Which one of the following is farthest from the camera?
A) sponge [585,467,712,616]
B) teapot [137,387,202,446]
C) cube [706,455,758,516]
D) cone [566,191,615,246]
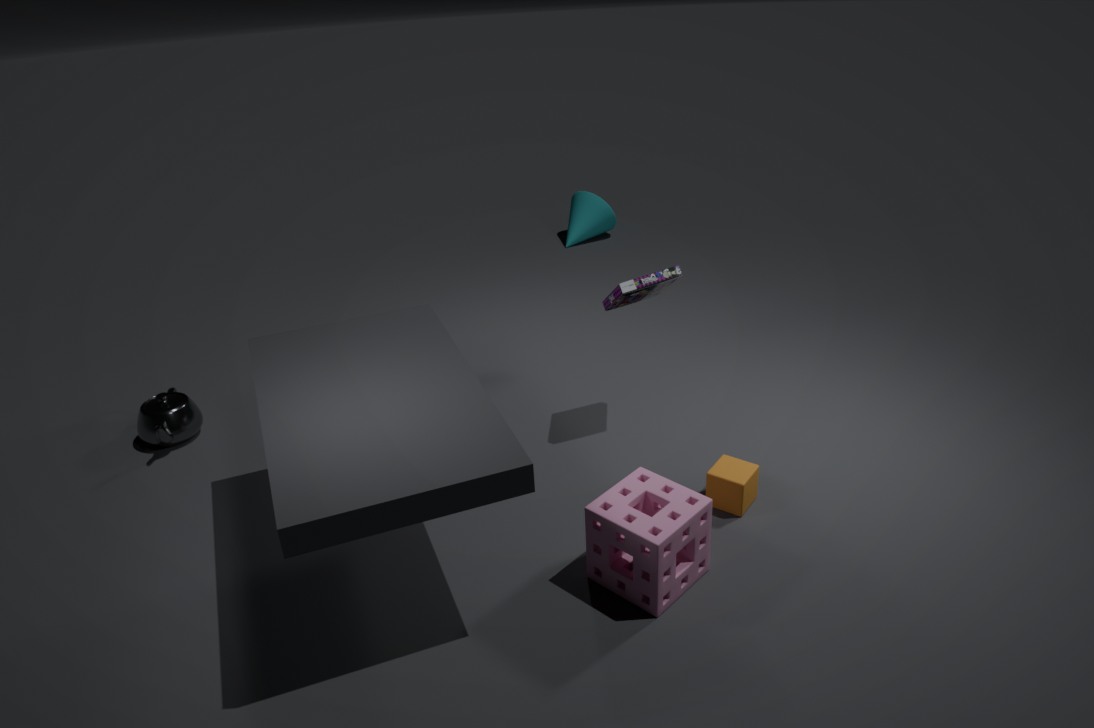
cone [566,191,615,246]
